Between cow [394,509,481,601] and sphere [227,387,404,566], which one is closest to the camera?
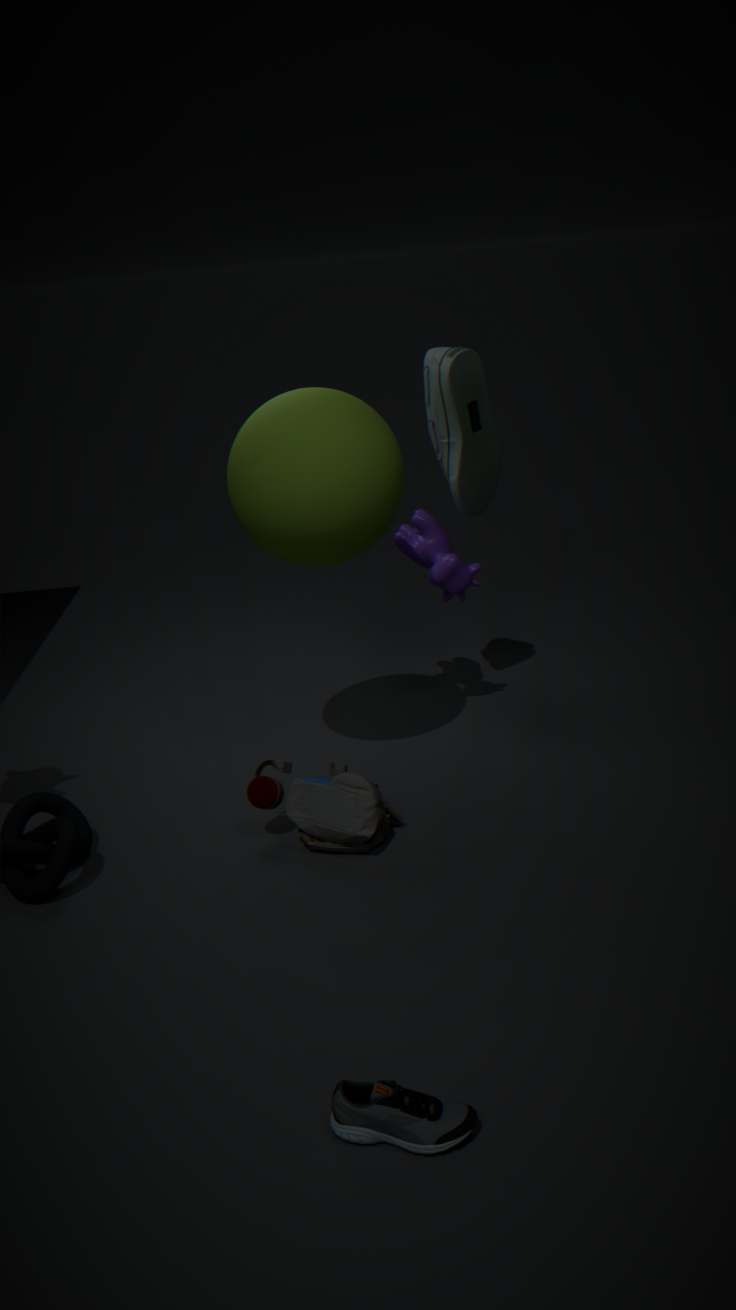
sphere [227,387,404,566]
